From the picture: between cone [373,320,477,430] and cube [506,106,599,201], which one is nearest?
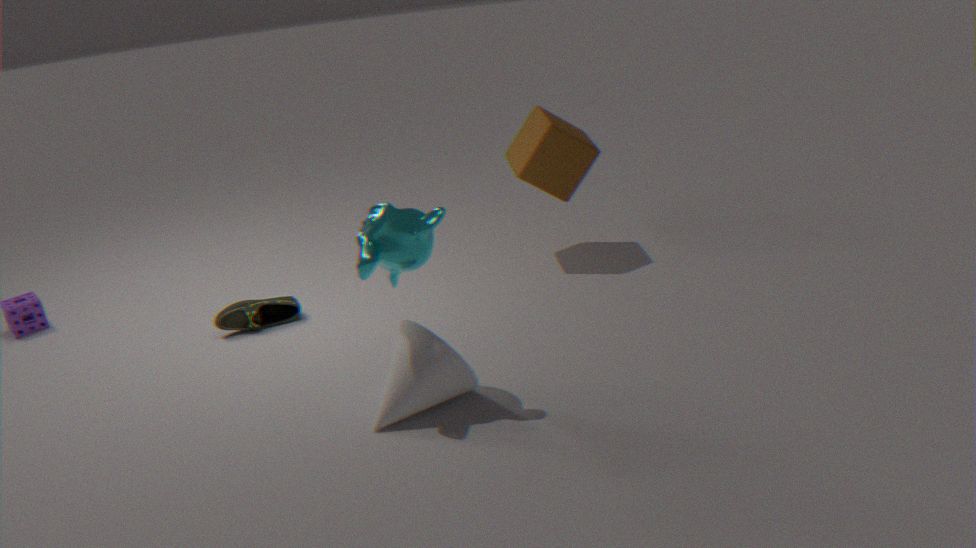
cone [373,320,477,430]
